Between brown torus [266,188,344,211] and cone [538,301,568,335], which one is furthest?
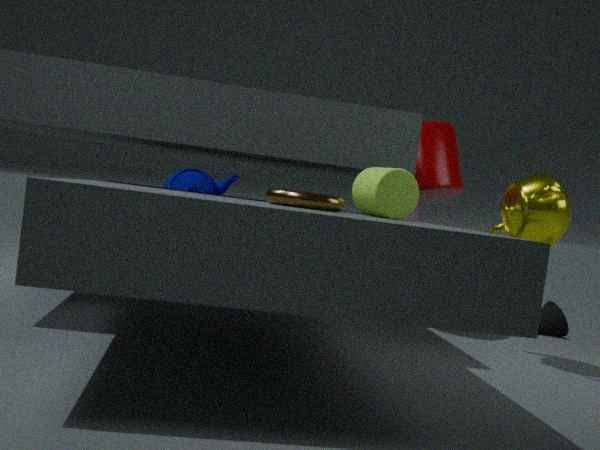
cone [538,301,568,335]
